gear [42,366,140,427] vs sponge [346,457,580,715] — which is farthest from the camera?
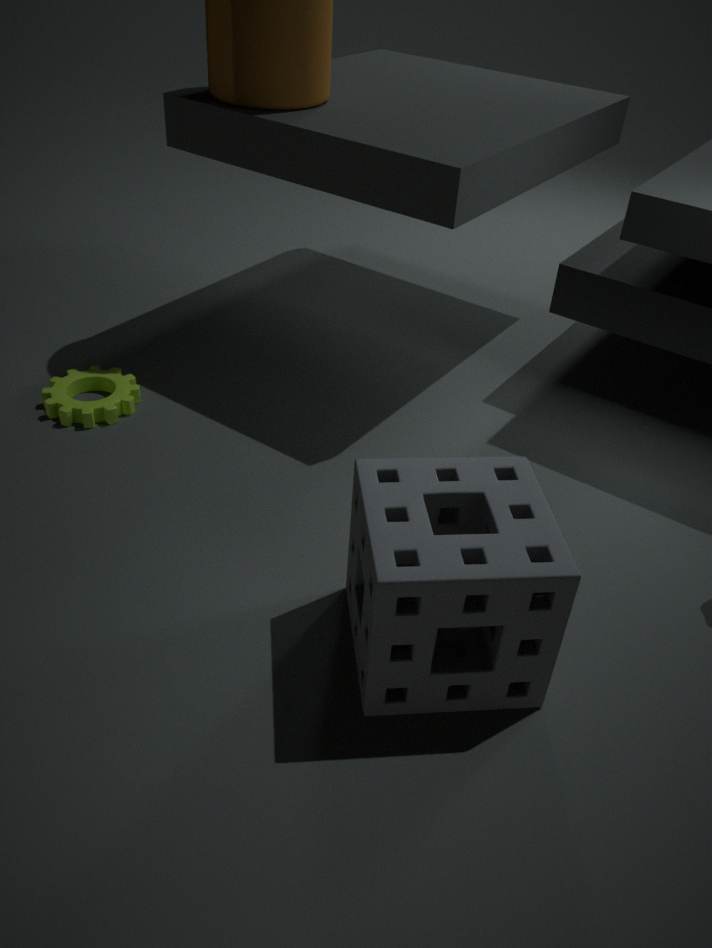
gear [42,366,140,427]
